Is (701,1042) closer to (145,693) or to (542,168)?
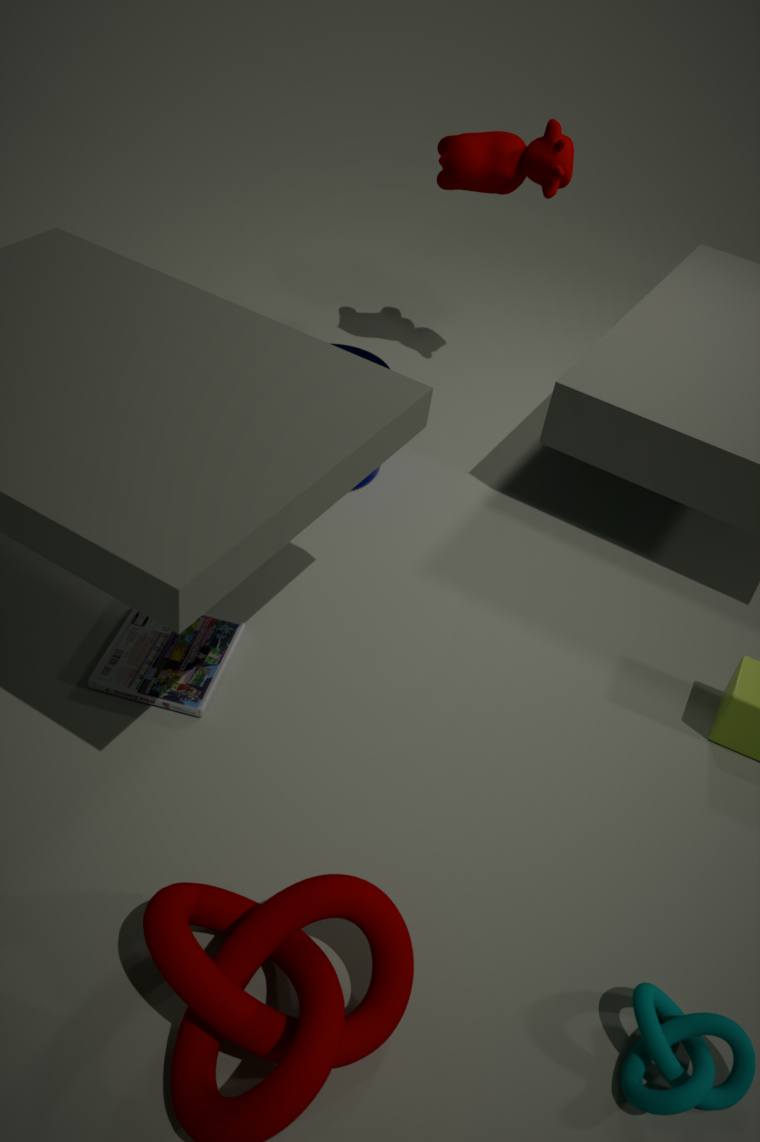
(145,693)
